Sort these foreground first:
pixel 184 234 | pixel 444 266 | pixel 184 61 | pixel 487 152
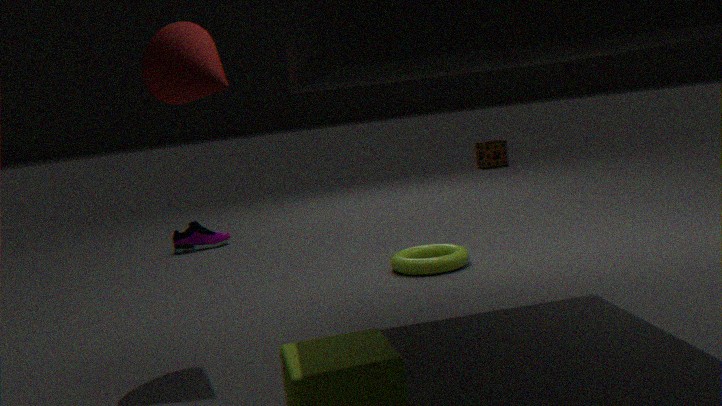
1. pixel 184 61
2. pixel 444 266
3. pixel 184 234
4. pixel 487 152
